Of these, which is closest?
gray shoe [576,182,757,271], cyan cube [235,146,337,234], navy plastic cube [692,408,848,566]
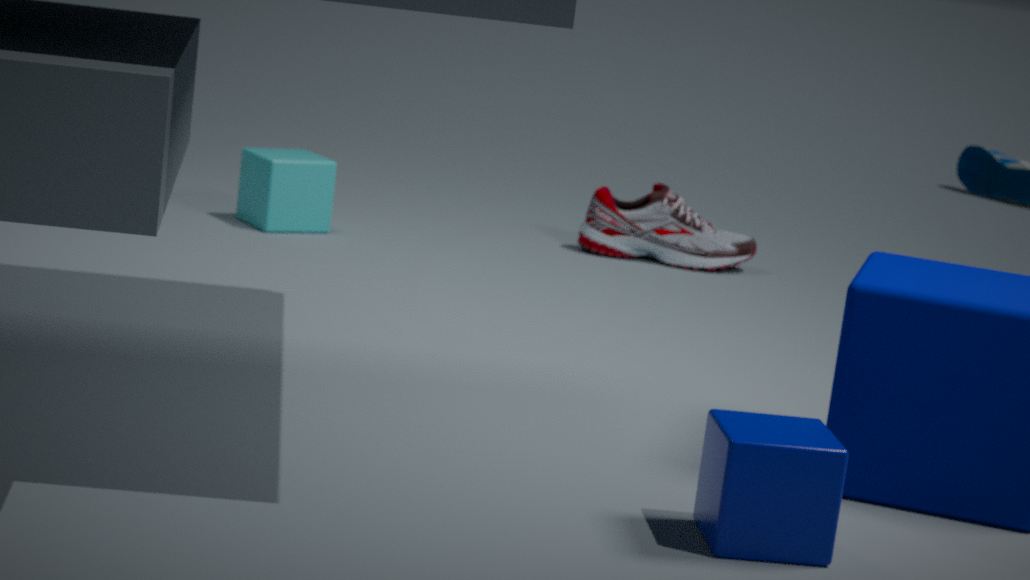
navy plastic cube [692,408,848,566]
